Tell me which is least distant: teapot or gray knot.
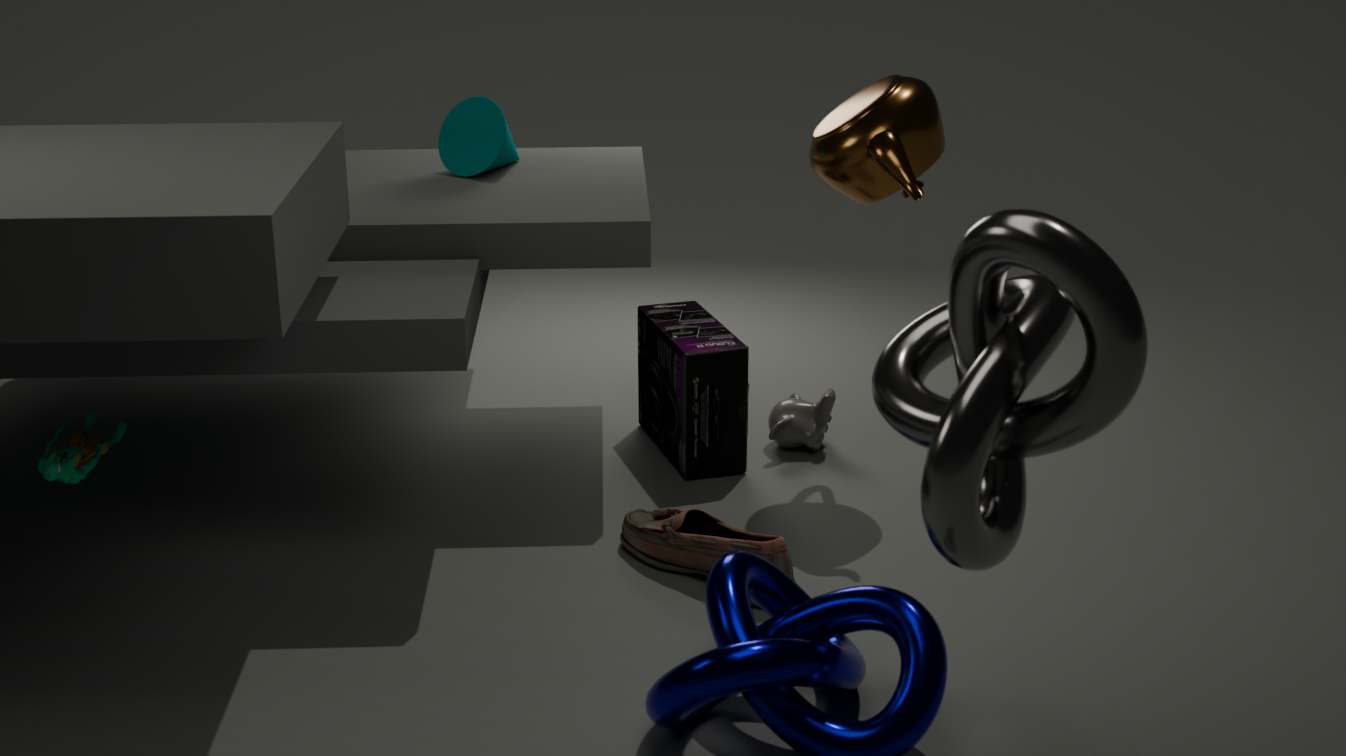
gray knot
